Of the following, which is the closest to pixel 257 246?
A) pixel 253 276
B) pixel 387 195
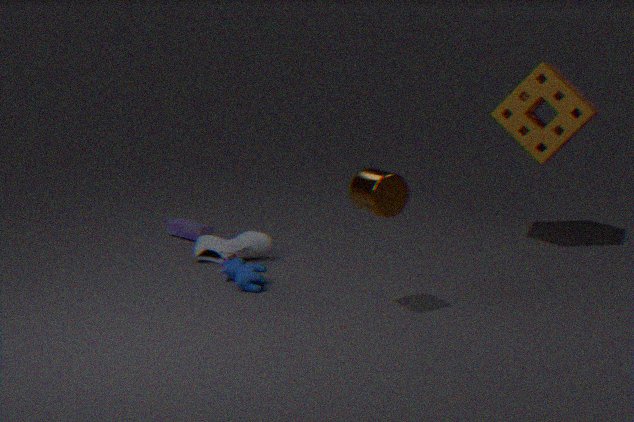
pixel 253 276
